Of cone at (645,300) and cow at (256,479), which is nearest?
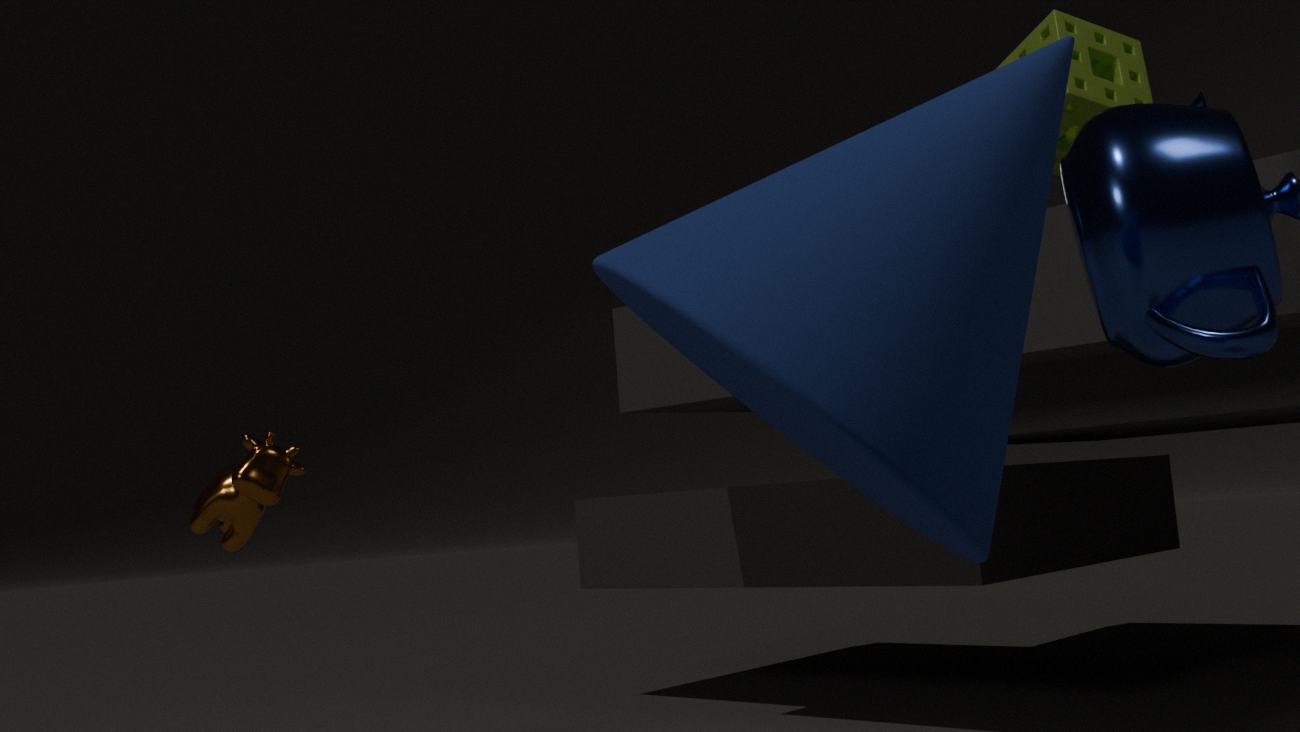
cone at (645,300)
